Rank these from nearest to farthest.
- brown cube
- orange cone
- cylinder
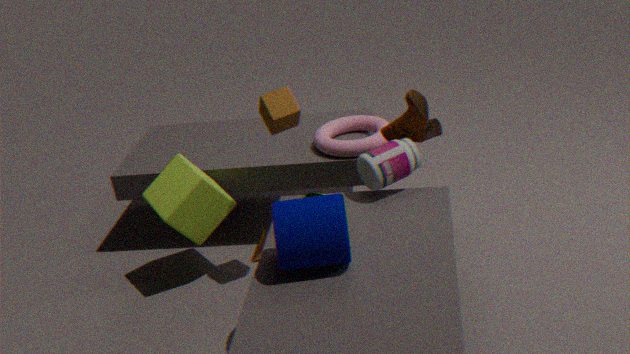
1. cylinder
2. brown cube
3. orange cone
